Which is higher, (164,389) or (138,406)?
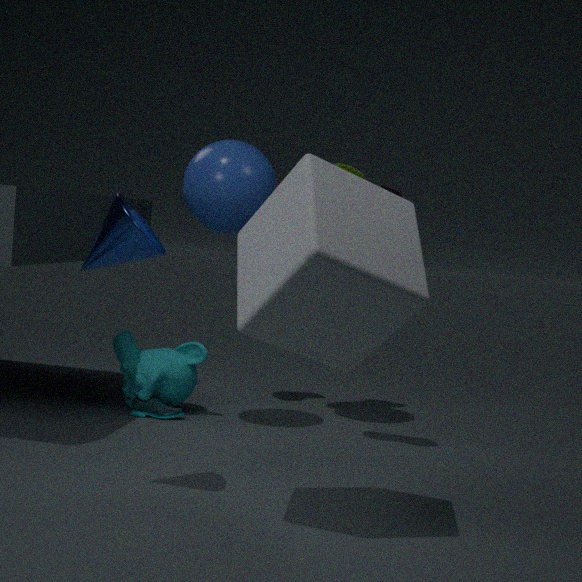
(164,389)
